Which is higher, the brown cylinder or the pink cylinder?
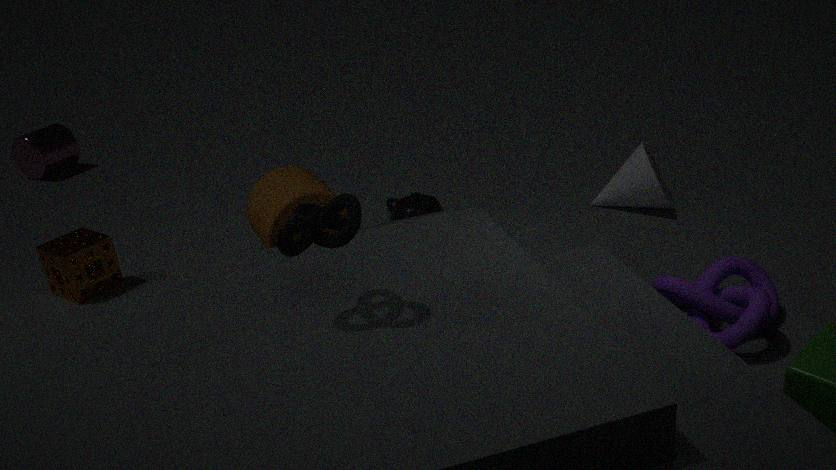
the brown cylinder
